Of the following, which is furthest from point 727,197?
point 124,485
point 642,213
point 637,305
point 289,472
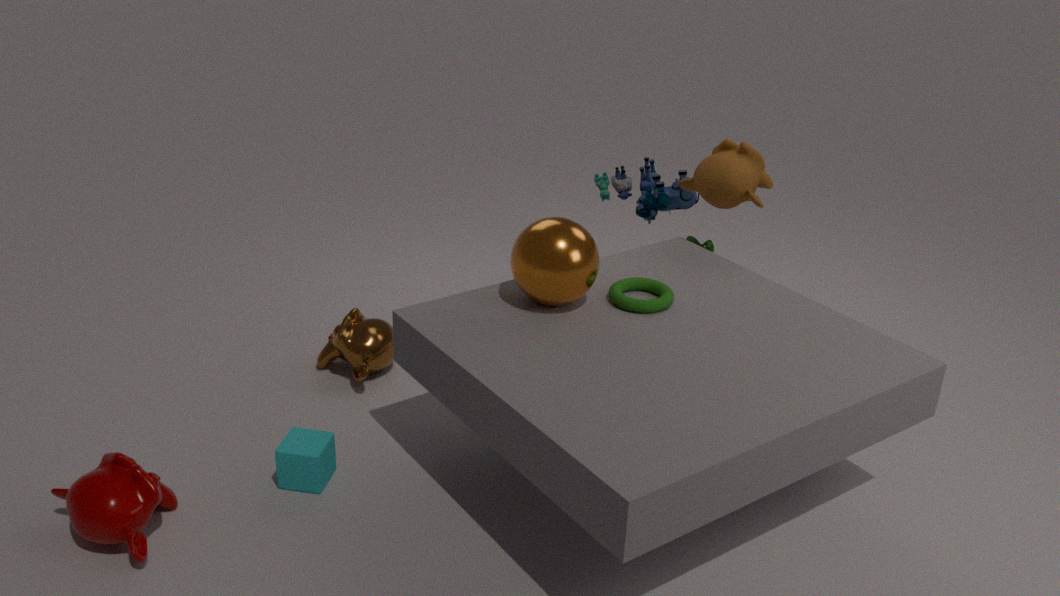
point 124,485
